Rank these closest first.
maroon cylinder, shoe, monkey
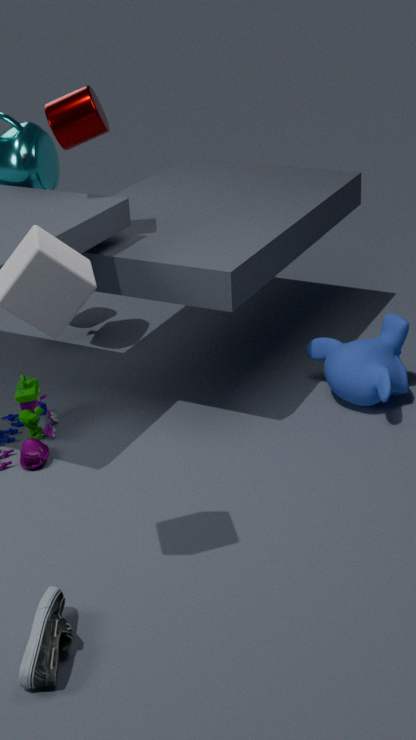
shoe, maroon cylinder, monkey
